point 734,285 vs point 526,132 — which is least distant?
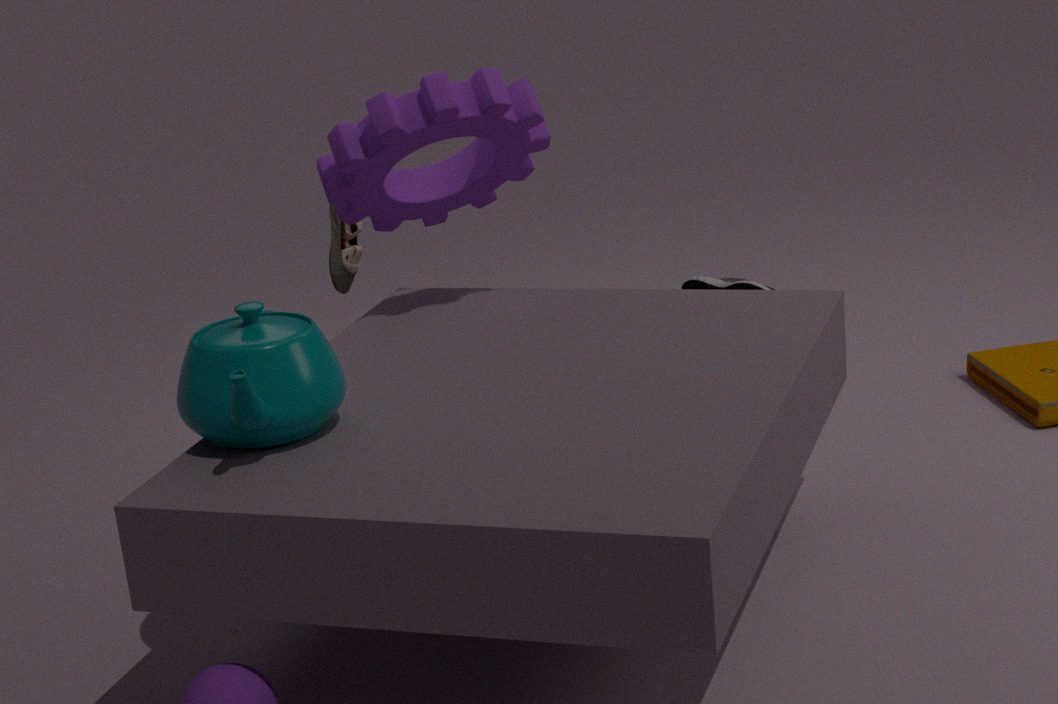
point 526,132
